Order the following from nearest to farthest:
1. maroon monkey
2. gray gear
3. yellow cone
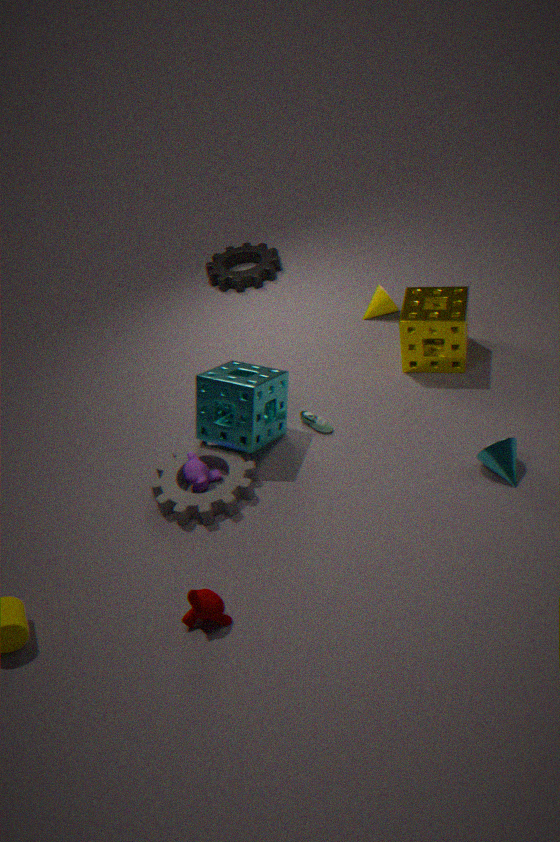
maroon monkey < gray gear < yellow cone
